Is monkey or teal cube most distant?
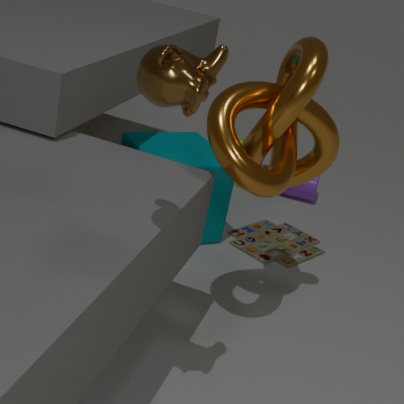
teal cube
